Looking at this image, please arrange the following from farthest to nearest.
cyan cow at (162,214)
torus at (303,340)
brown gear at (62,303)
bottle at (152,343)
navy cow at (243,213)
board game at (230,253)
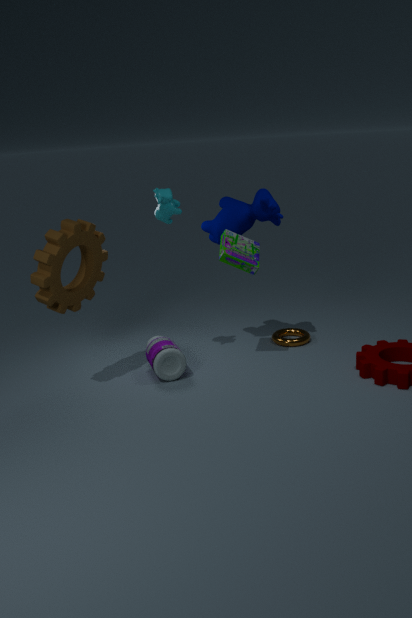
torus at (303,340)
navy cow at (243,213)
bottle at (152,343)
board game at (230,253)
cyan cow at (162,214)
brown gear at (62,303)
